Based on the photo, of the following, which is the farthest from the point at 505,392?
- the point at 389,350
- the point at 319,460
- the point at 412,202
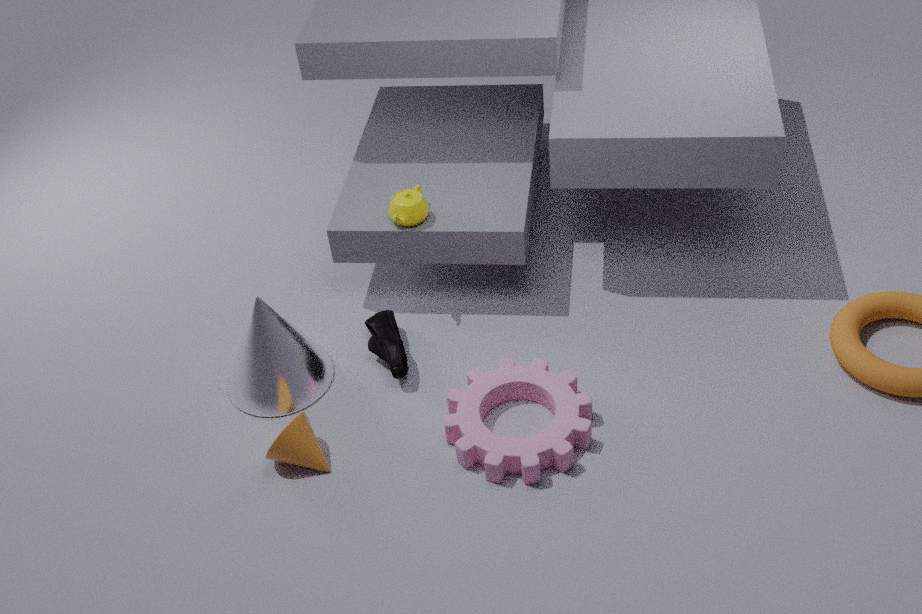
the point at 412,202
